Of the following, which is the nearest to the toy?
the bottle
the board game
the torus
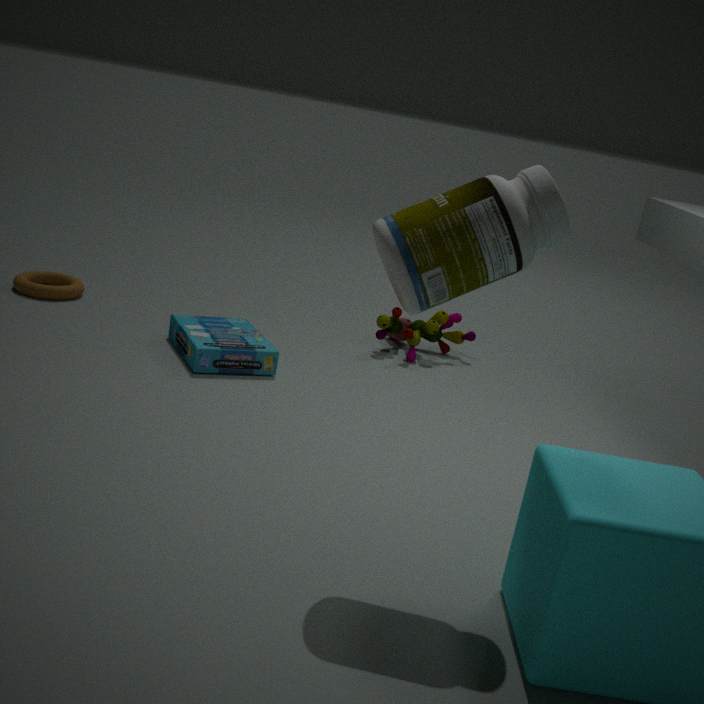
the board game
